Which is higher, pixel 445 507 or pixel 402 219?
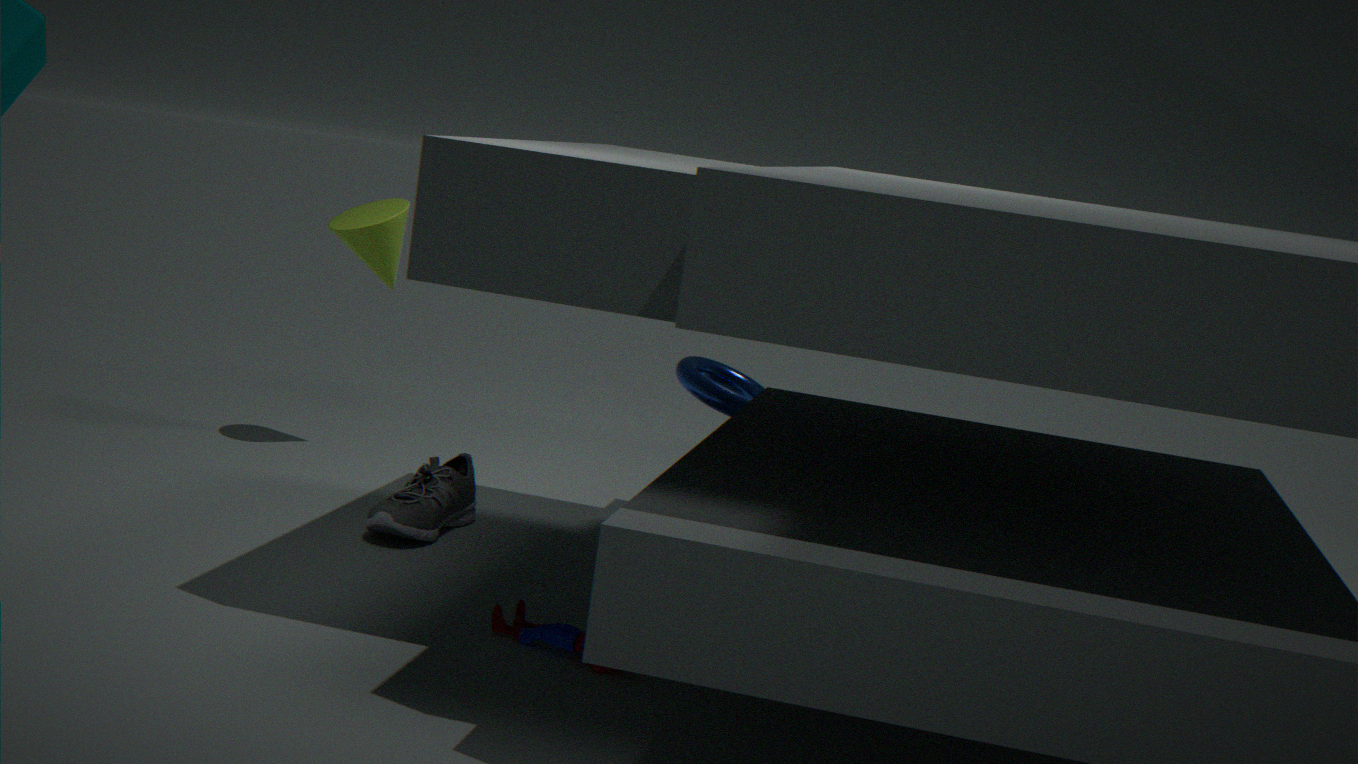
pixel 402 219
